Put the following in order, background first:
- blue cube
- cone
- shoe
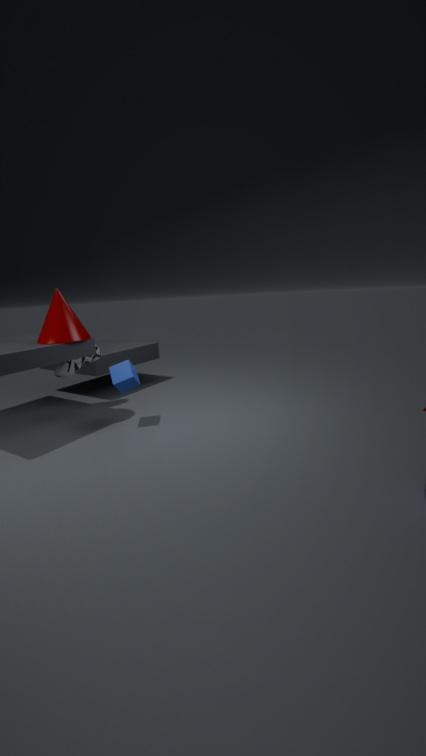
1. shoe
2. blue cube
3. cone
